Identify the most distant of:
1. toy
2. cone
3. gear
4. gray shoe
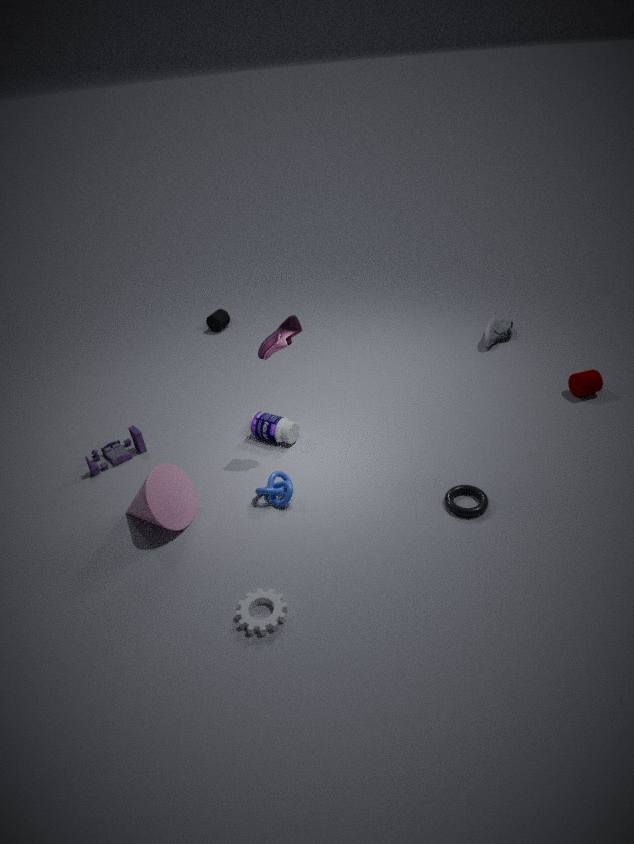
gray shoe
